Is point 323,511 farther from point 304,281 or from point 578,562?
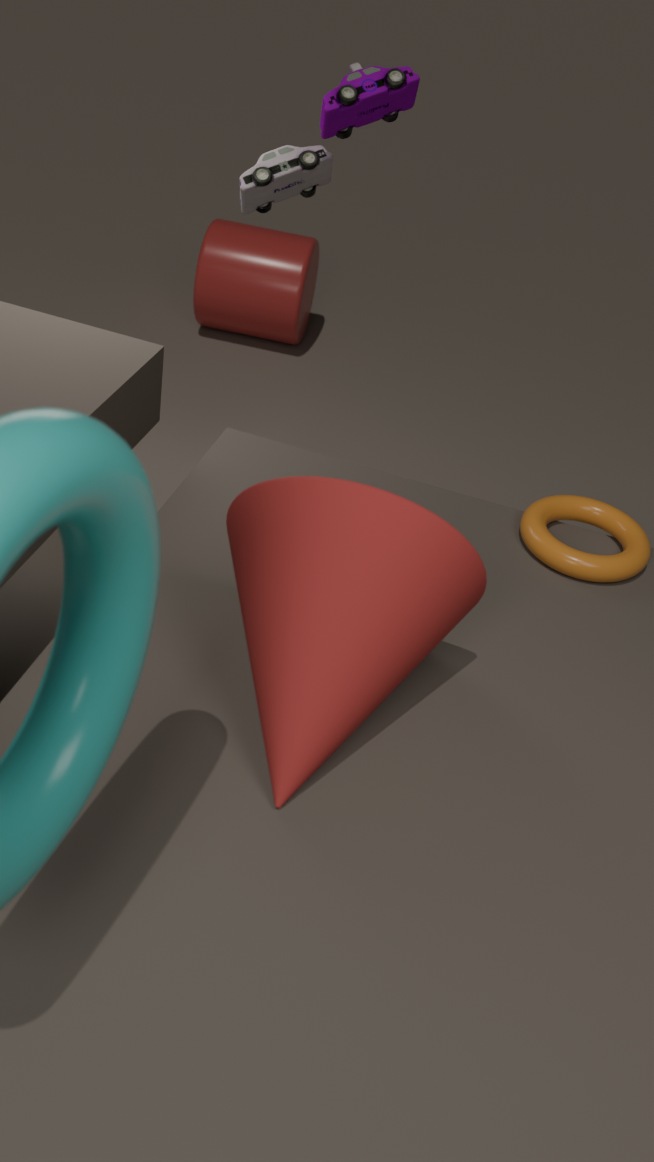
point 304,281
